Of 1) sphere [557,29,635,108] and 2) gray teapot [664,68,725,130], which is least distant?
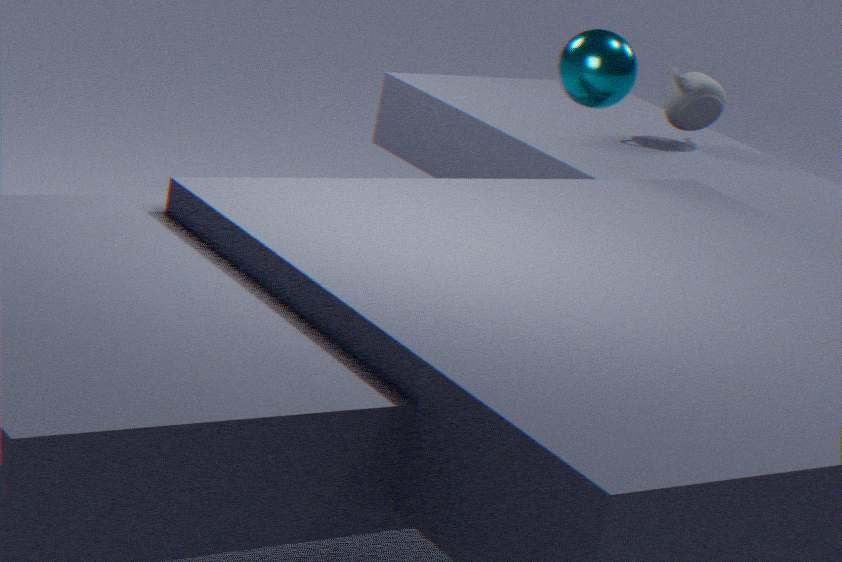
1. sphere [557,29,635,108]
